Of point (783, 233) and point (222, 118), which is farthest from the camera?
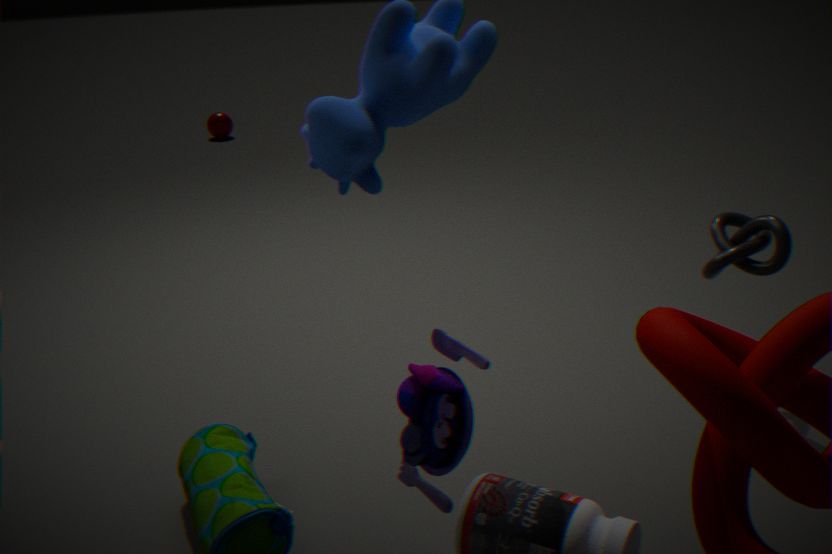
point (222, 118)
